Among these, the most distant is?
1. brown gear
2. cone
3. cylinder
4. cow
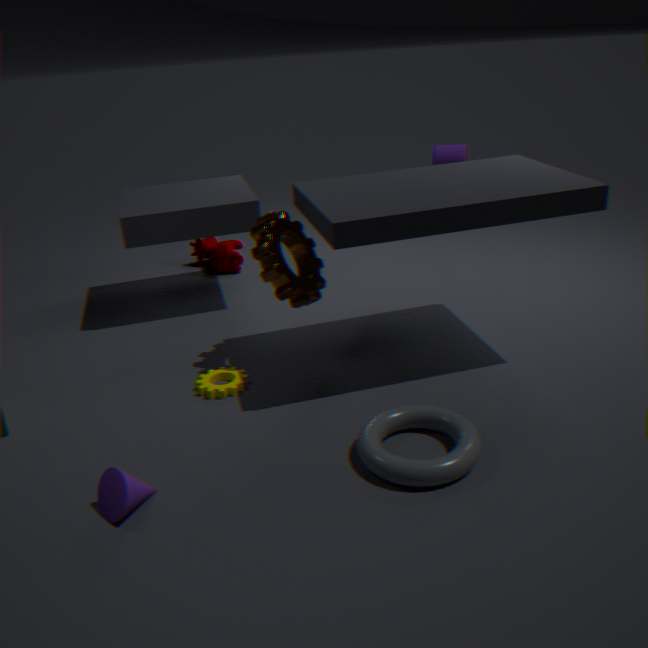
cylinder
